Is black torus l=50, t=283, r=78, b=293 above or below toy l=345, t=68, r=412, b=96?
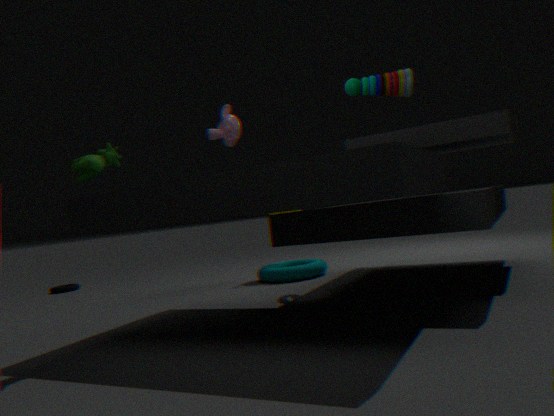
below
